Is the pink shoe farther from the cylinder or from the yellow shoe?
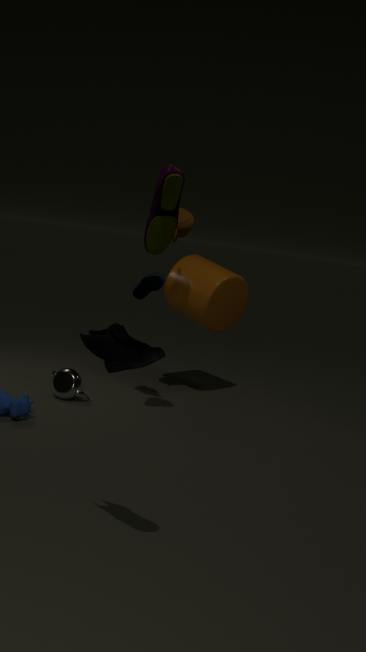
the cylinder
